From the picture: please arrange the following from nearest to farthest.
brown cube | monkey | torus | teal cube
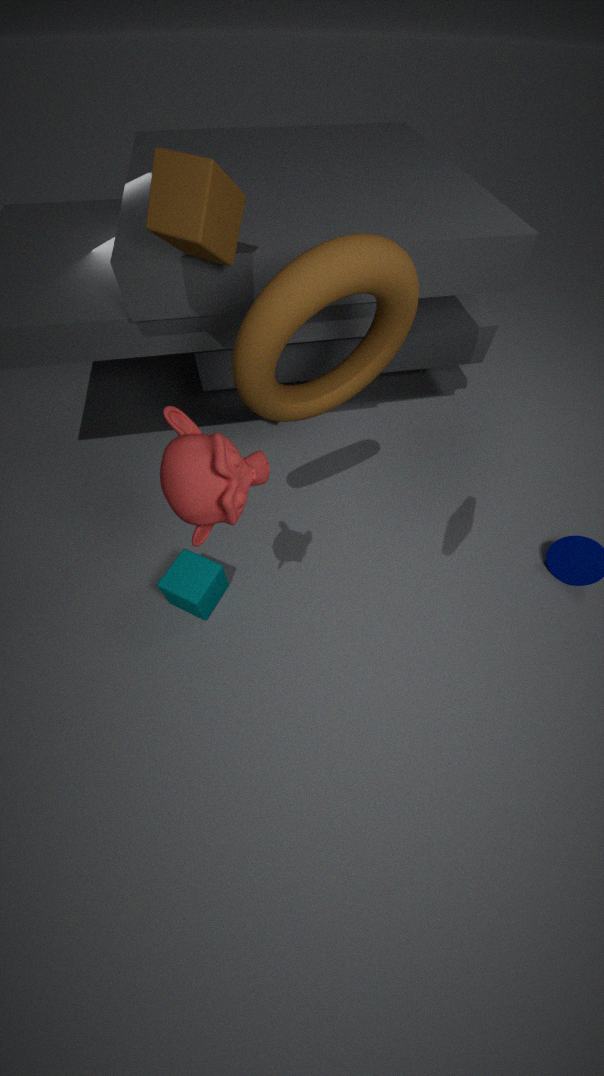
monkey
torus
brown cube
teal cube
